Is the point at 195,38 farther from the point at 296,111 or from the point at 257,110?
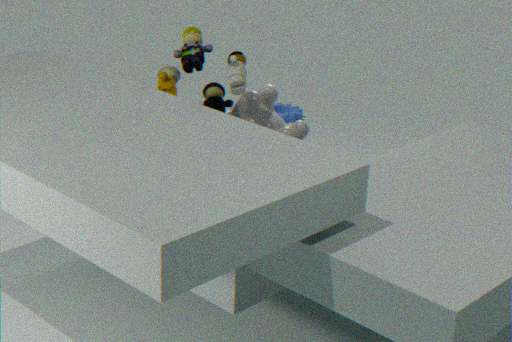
the point at 296,111
